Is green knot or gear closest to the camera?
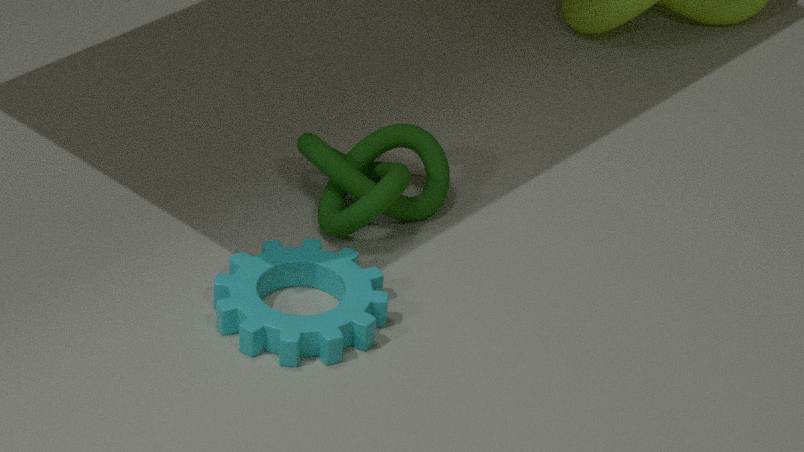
gear
